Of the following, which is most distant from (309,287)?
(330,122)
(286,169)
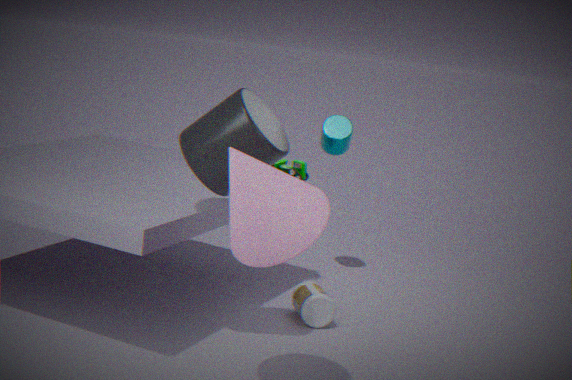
(330,122)
